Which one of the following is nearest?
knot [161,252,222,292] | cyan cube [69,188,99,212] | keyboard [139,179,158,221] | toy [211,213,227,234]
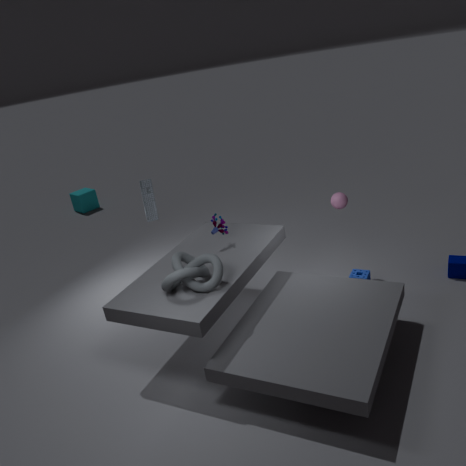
knot [161,252,222,292]
